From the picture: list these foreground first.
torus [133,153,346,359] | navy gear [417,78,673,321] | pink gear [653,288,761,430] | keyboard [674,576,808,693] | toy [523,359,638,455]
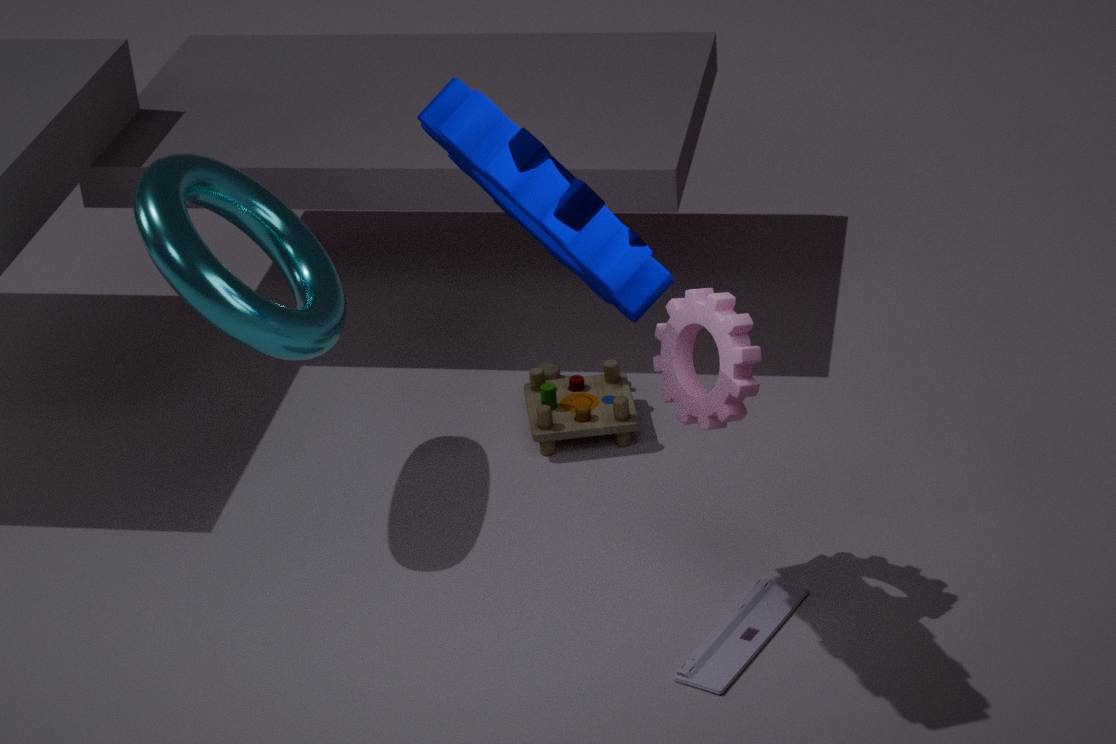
navy gear [417,78,673,321], pink gear [653,288,761,430], keyboard [674,576,808,693], torus [133,153,346,359], toy [523,359,638,455]
